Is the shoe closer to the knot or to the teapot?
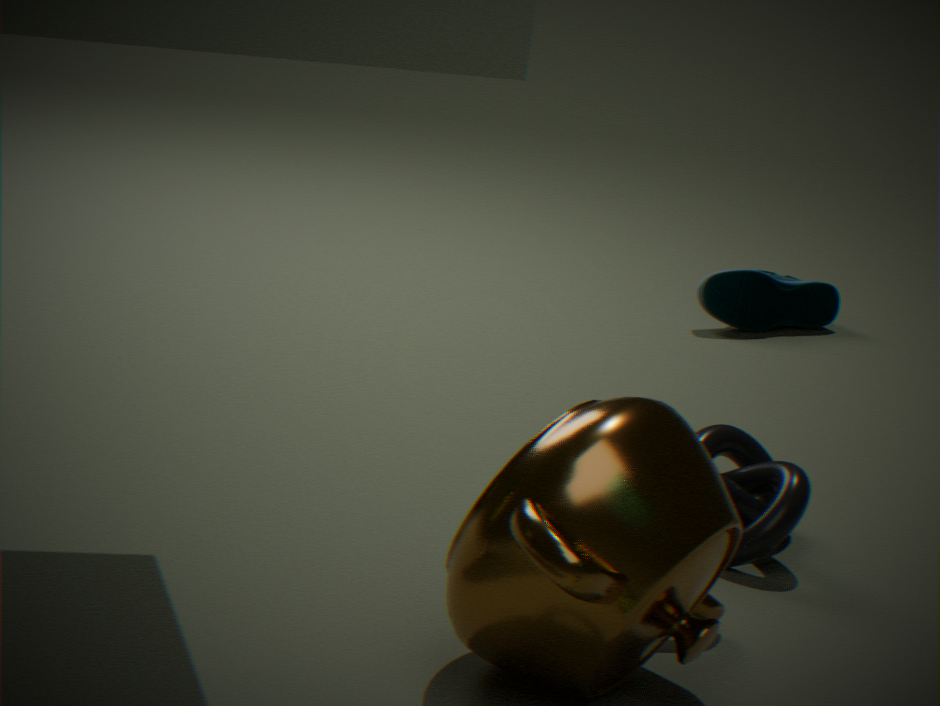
the knot
